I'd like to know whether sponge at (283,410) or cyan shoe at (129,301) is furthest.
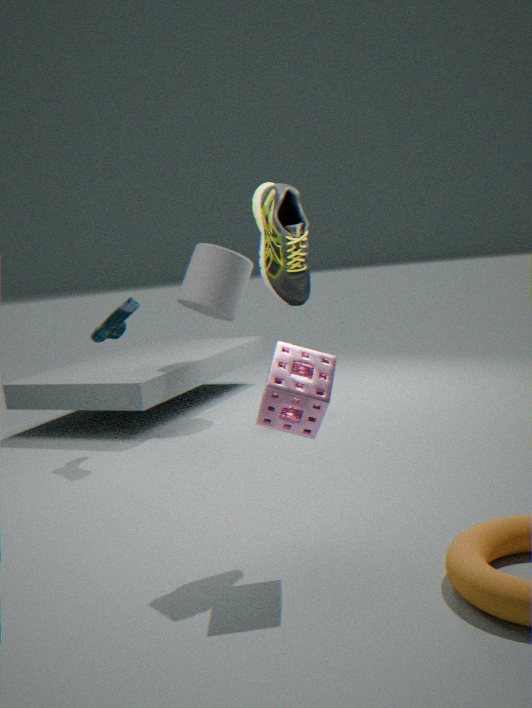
cyan shoe at (129,301)
